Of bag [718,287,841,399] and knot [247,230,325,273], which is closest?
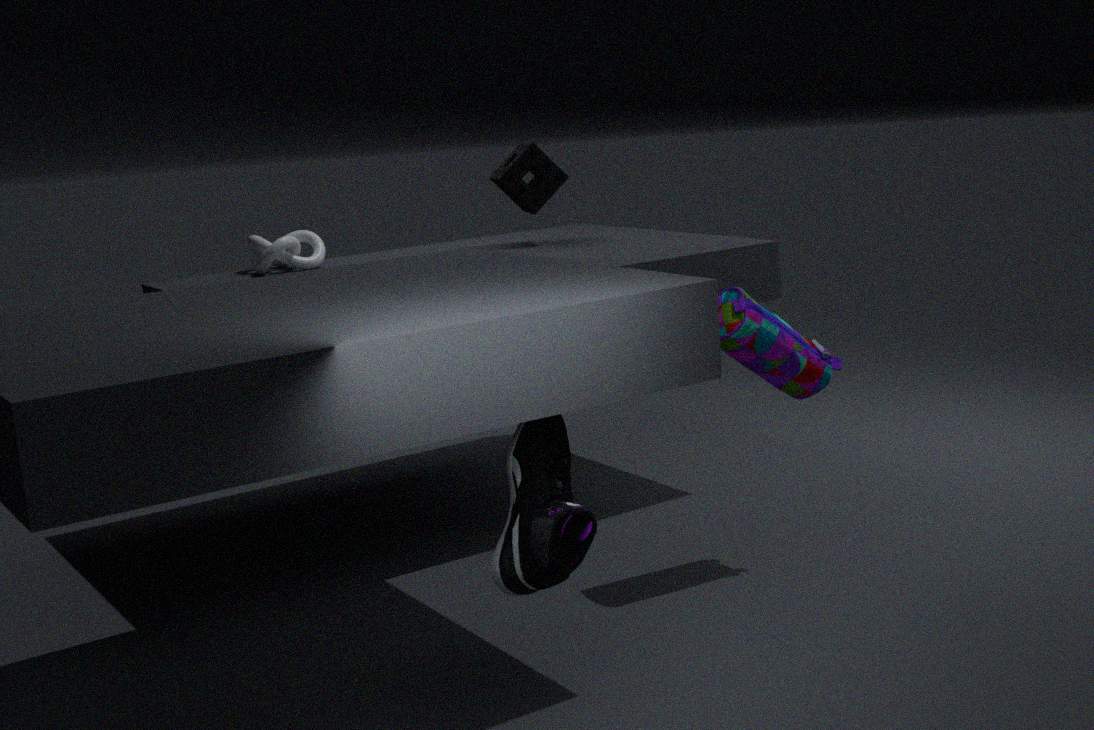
bag [718,287,841,399]
